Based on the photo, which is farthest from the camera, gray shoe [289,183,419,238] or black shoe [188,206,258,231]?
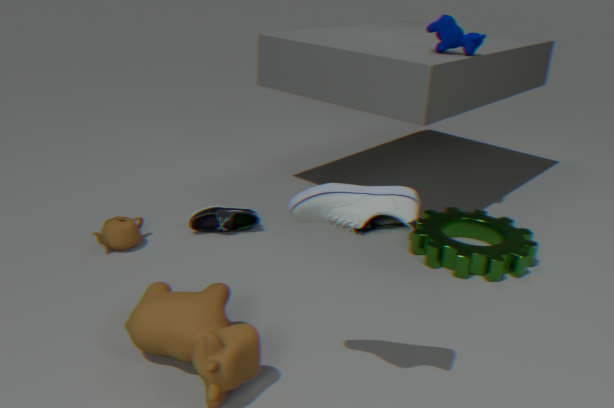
black shoe [188,206,258,231]
